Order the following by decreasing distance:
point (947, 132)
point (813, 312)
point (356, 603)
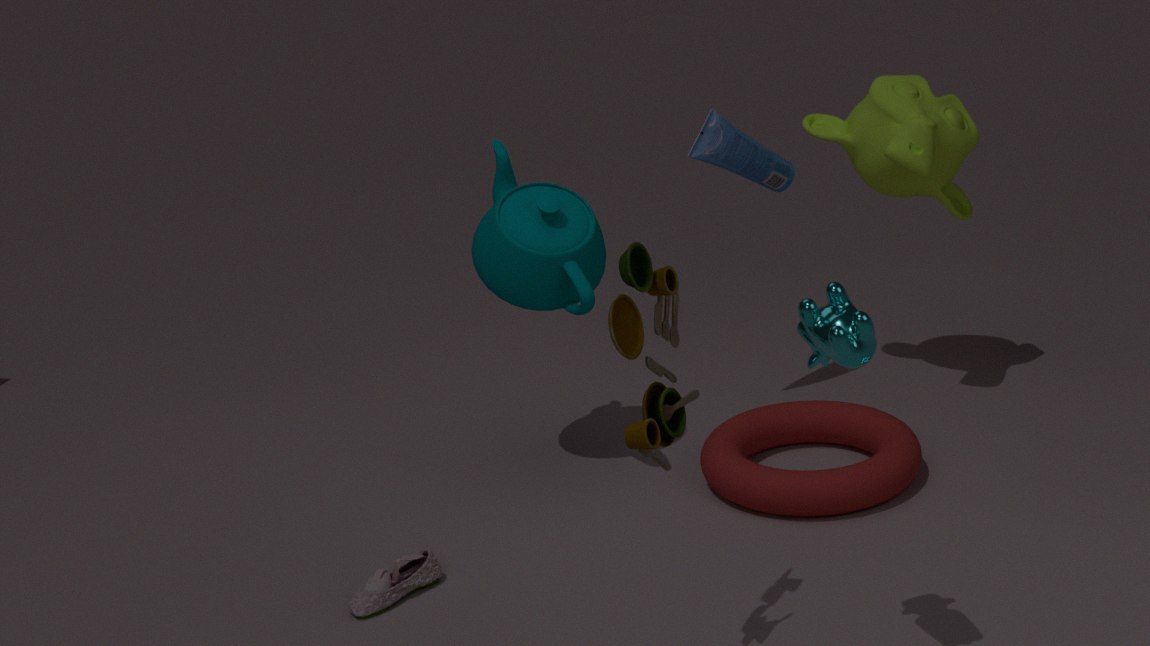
1. point (947, 132)
2. point (356, 603)
3. point (813, 312)
